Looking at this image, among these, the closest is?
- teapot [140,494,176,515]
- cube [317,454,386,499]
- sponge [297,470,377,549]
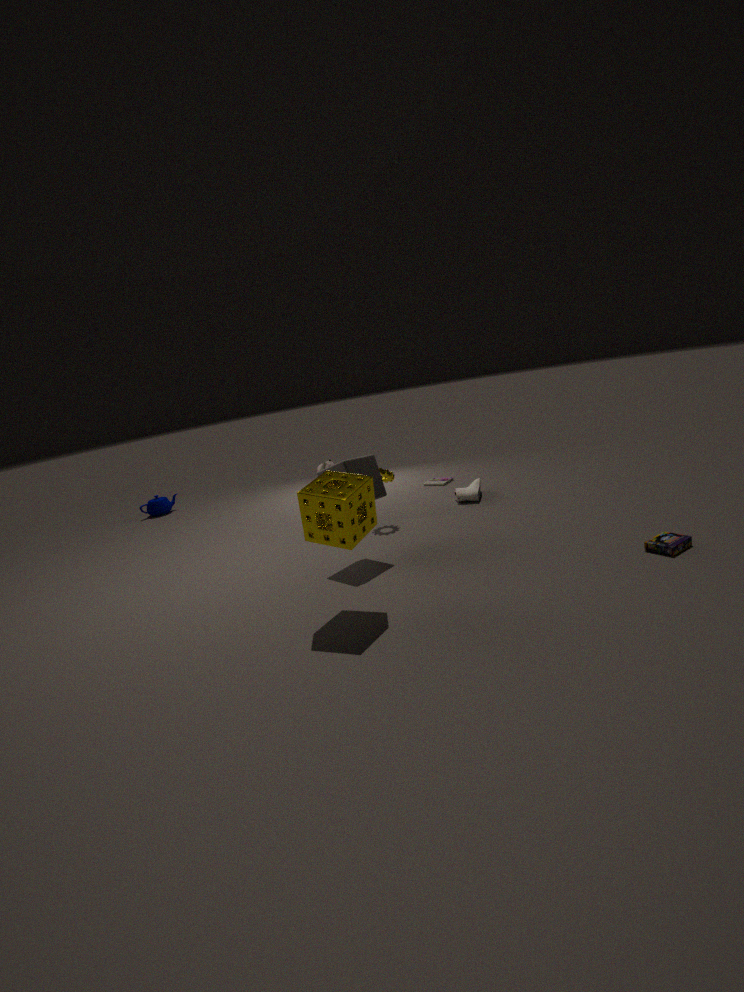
sponge [297,470,377,549]
